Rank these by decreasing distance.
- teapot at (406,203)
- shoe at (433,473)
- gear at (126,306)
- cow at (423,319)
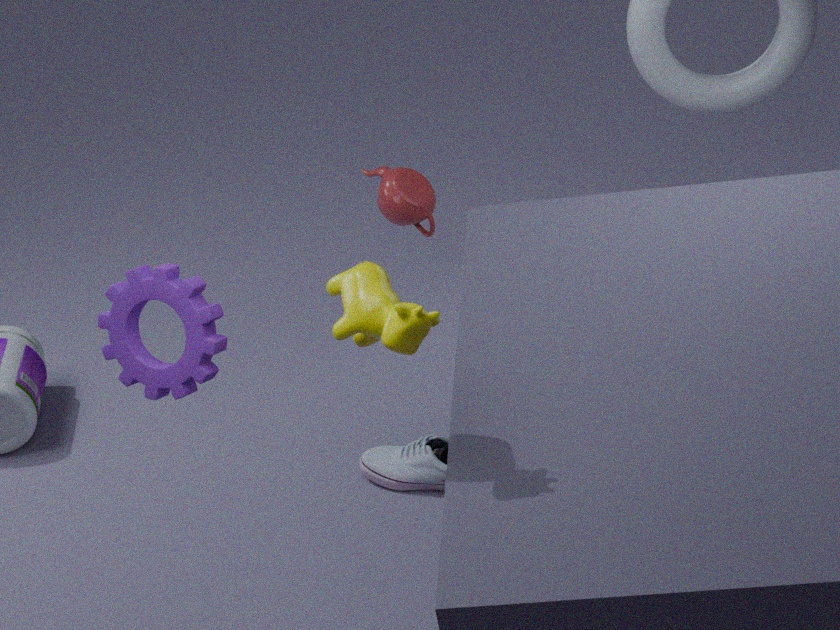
teapot at (406,203), shoe at (433,473), gear at (126,306), cow at (423,319)
